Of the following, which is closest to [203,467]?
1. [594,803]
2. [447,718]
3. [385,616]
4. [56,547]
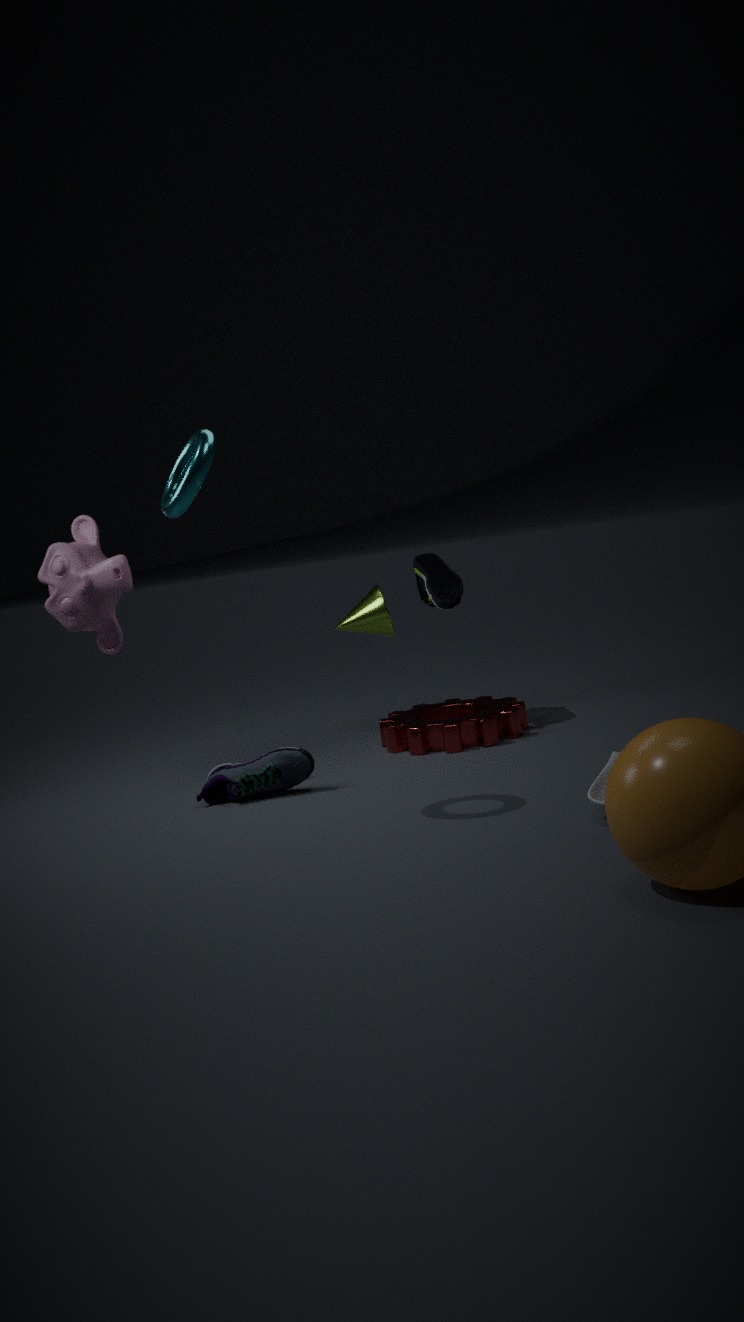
[56,547]
